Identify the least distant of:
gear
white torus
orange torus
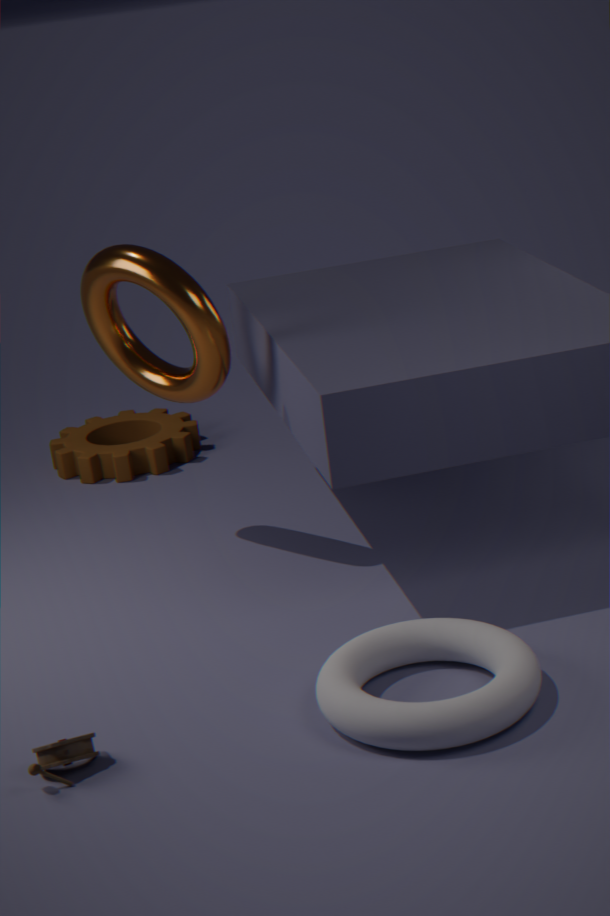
white torus
